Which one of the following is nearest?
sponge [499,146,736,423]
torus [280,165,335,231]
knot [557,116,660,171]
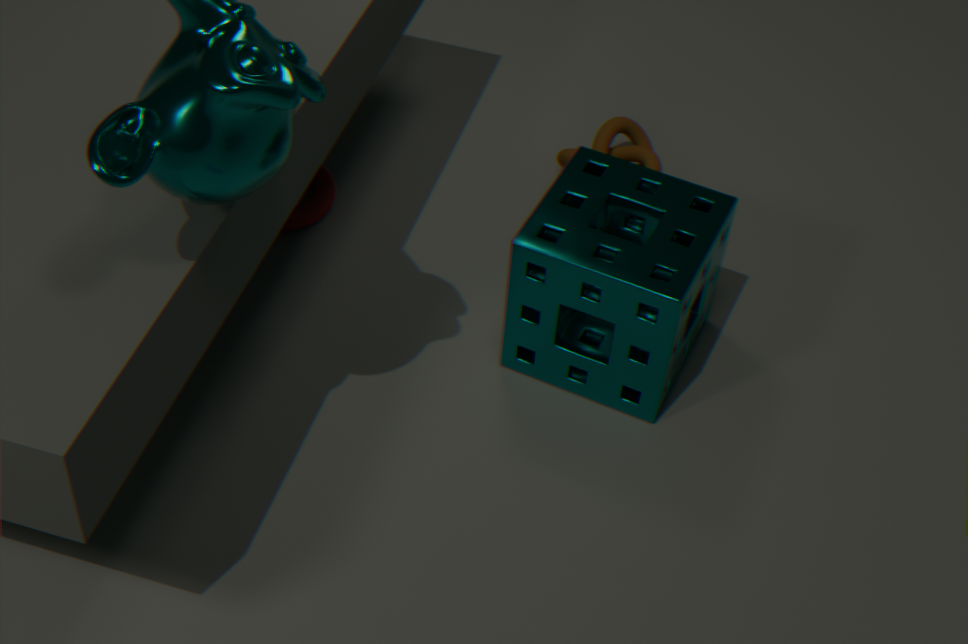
sponge [499,146,736,423]
